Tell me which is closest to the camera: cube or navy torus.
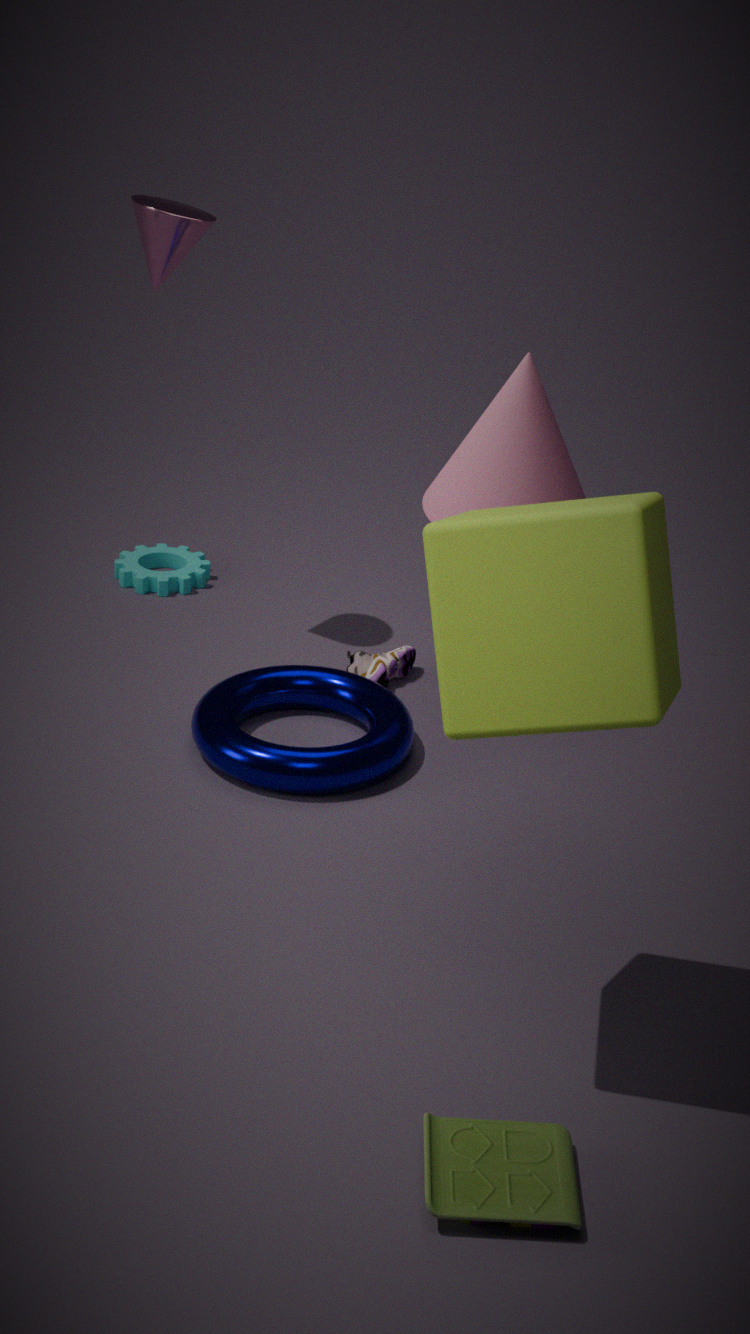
cube
